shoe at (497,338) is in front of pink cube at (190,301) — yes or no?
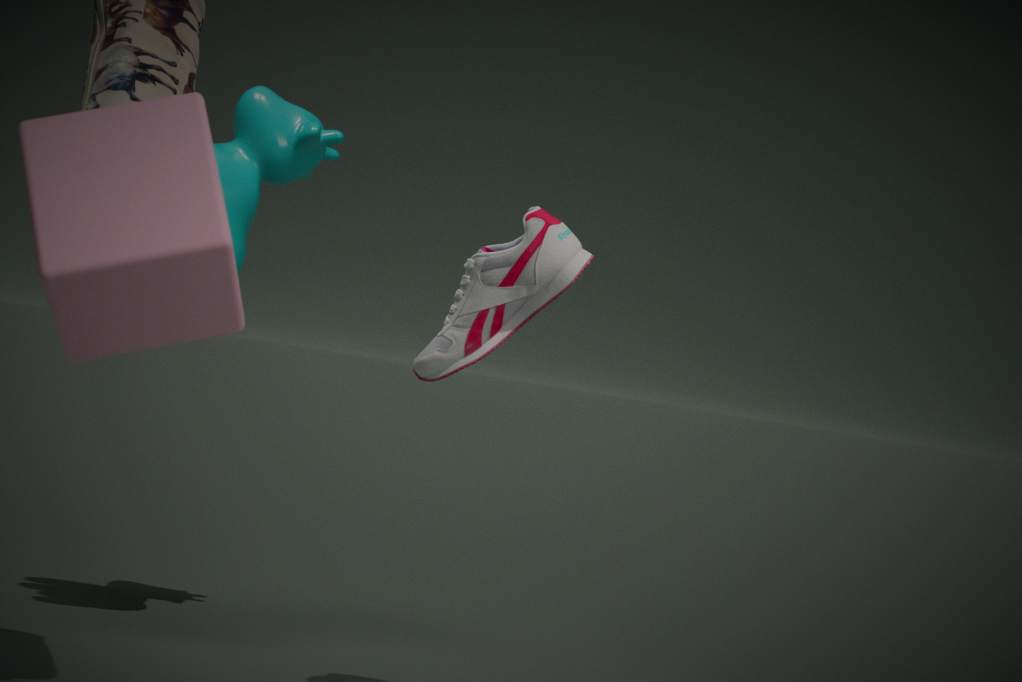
No
